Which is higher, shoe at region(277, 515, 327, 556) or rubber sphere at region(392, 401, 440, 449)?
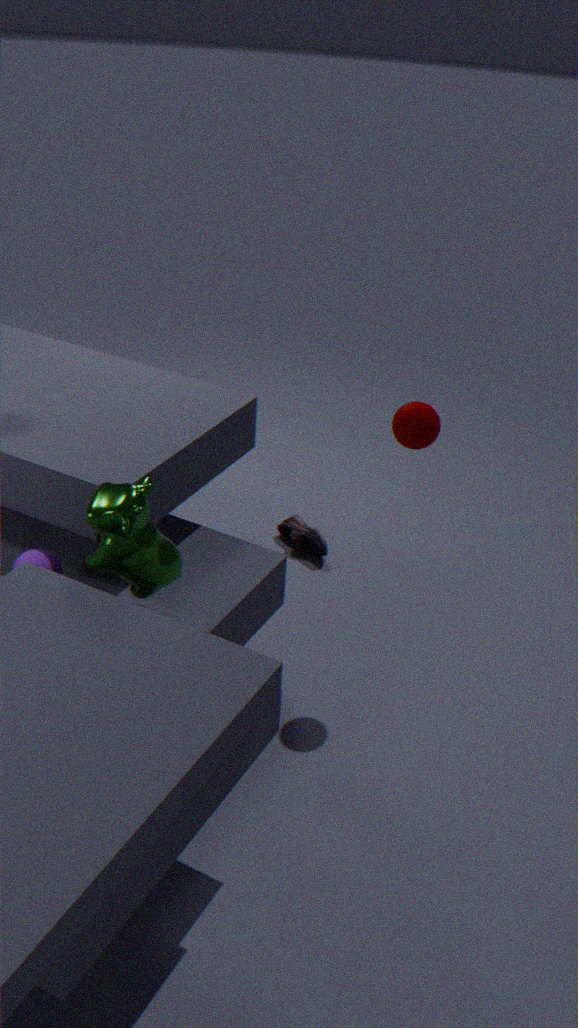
rubber sphere at region(392, 401, 440, 449)
